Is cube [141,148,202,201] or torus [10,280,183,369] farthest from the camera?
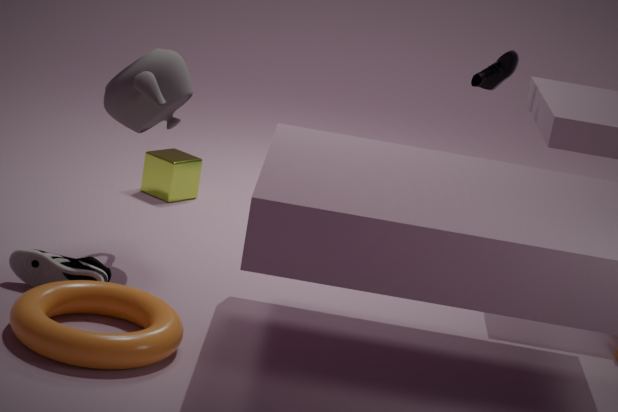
cube [141,148,202,201]
